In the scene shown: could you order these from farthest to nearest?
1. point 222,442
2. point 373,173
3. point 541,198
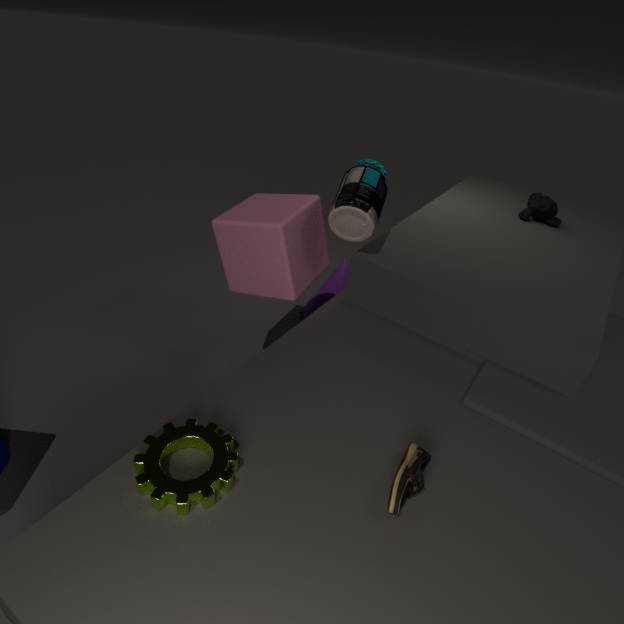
point 541,198, point 373,173, point 222,442
